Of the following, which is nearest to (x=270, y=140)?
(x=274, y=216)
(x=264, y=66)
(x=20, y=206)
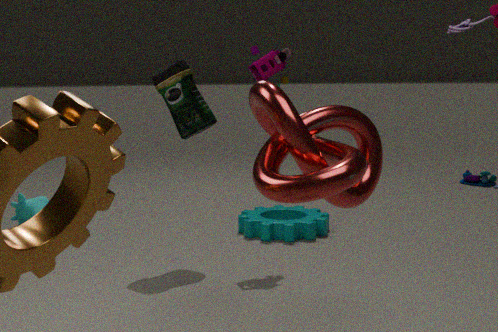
(x=264, y=66)
